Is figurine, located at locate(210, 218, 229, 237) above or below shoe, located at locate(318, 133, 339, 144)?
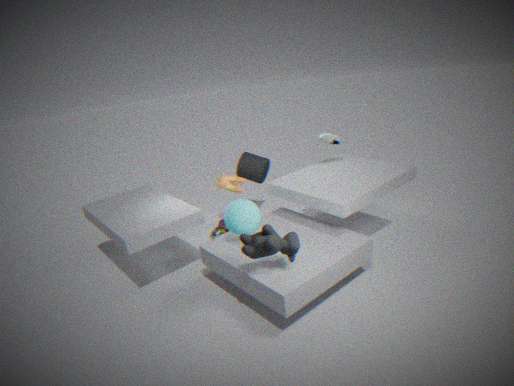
below
